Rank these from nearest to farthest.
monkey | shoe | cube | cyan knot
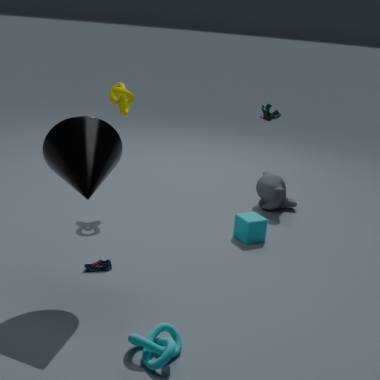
cyan knot, shoe, cube, monkey
